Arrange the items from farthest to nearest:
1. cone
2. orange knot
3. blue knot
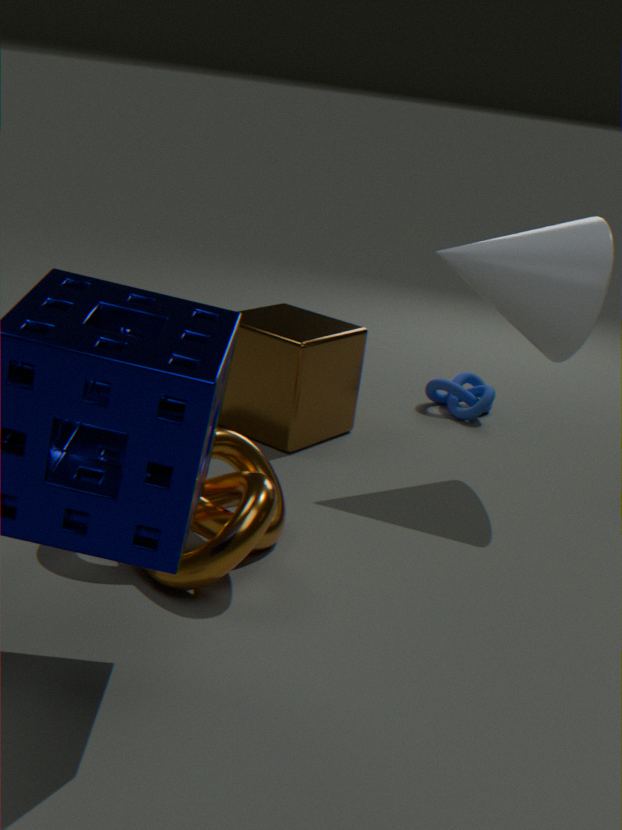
blue knot
cone
orange knot
